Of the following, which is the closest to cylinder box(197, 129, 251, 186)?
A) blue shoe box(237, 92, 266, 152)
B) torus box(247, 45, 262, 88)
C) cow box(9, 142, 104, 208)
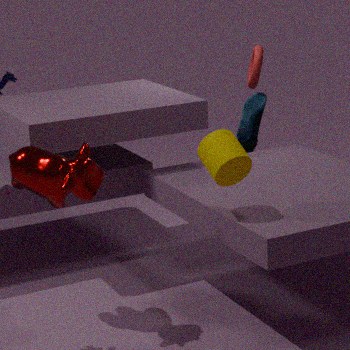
cow box(9, 142, 104, 208)
